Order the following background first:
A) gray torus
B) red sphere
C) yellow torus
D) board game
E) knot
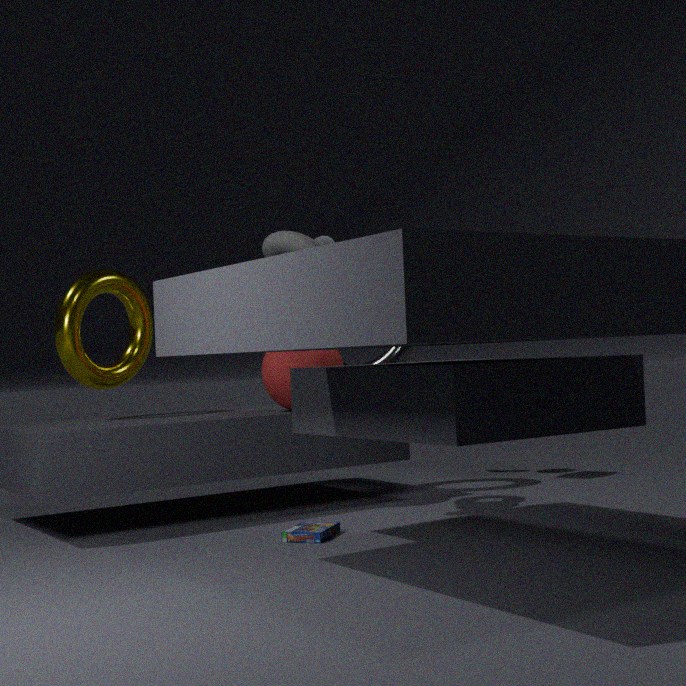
gray torus < yellow torus < red sphere < knot < board game
